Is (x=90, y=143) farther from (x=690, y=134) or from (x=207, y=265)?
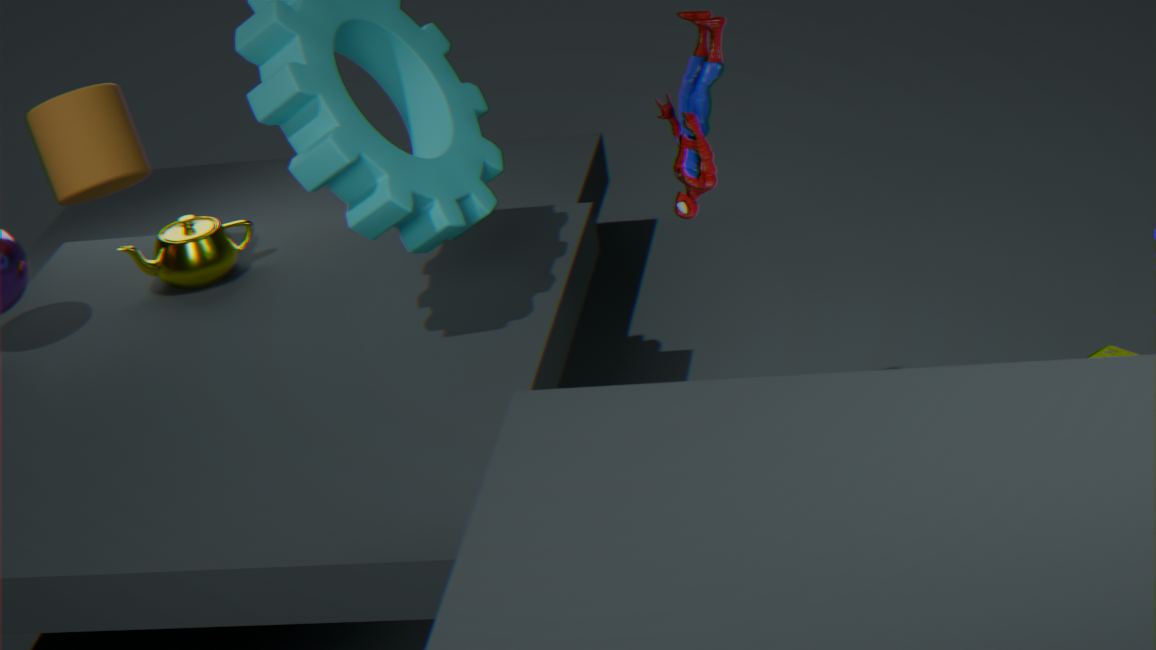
(x=690, y=134)
